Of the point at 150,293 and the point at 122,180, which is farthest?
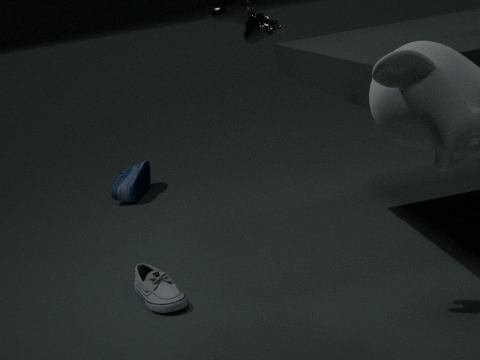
the point at 122,180
